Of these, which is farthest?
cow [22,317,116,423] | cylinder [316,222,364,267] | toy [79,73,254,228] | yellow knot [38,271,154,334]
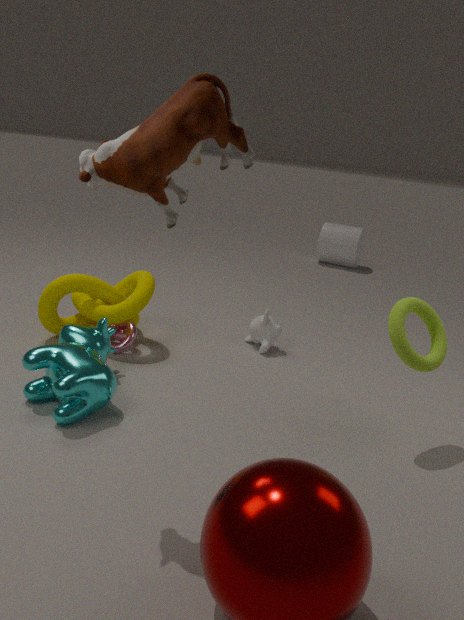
cylinder [316,222,364,267]
